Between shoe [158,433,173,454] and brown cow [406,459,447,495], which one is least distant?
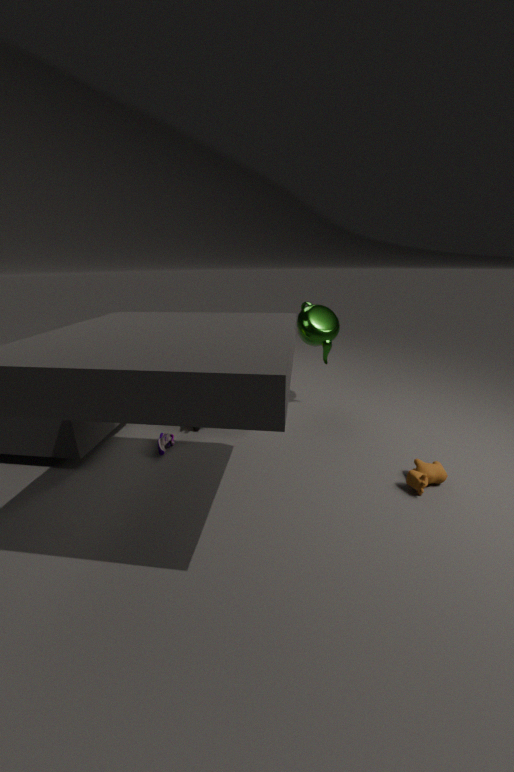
brown cow [406,459,447,495]
